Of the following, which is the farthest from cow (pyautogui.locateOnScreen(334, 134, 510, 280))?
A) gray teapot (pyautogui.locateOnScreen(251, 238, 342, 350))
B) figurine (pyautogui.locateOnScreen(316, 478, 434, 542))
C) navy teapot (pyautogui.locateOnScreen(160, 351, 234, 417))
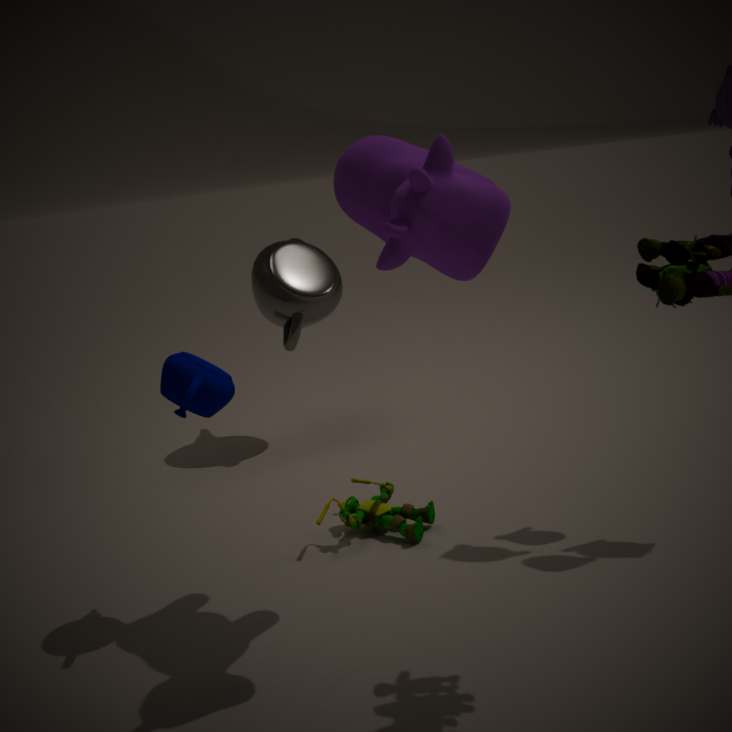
gray teapot (pyautogui.locateOnScreen(251, 238, 342, 350))
